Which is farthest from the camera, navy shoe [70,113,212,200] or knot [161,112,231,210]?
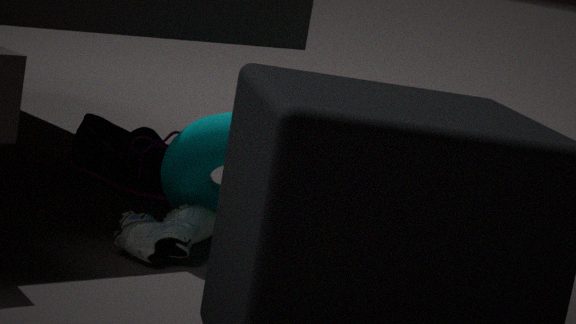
navy shoe [70,113,212,200]
